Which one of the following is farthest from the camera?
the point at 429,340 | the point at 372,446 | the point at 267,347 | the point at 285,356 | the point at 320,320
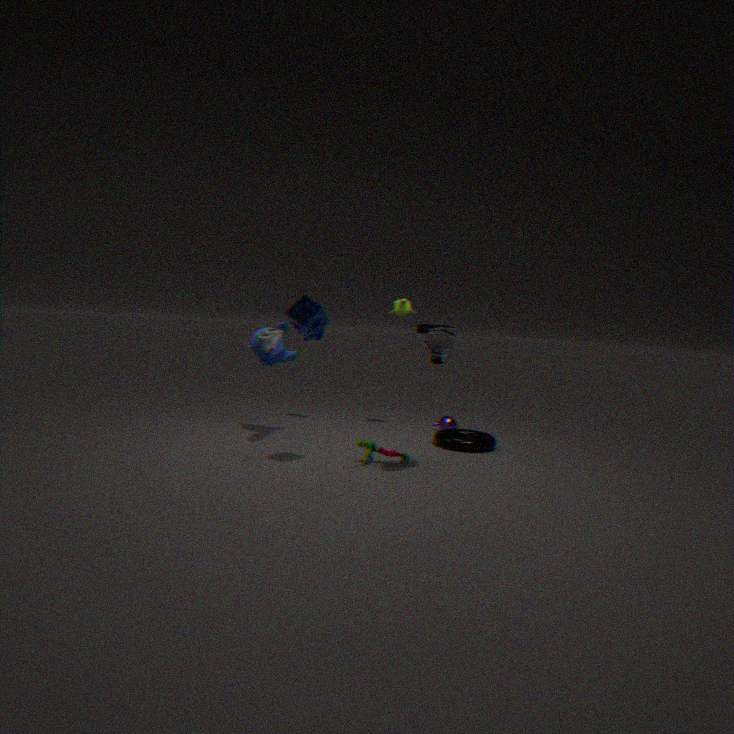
the point at 285,356
